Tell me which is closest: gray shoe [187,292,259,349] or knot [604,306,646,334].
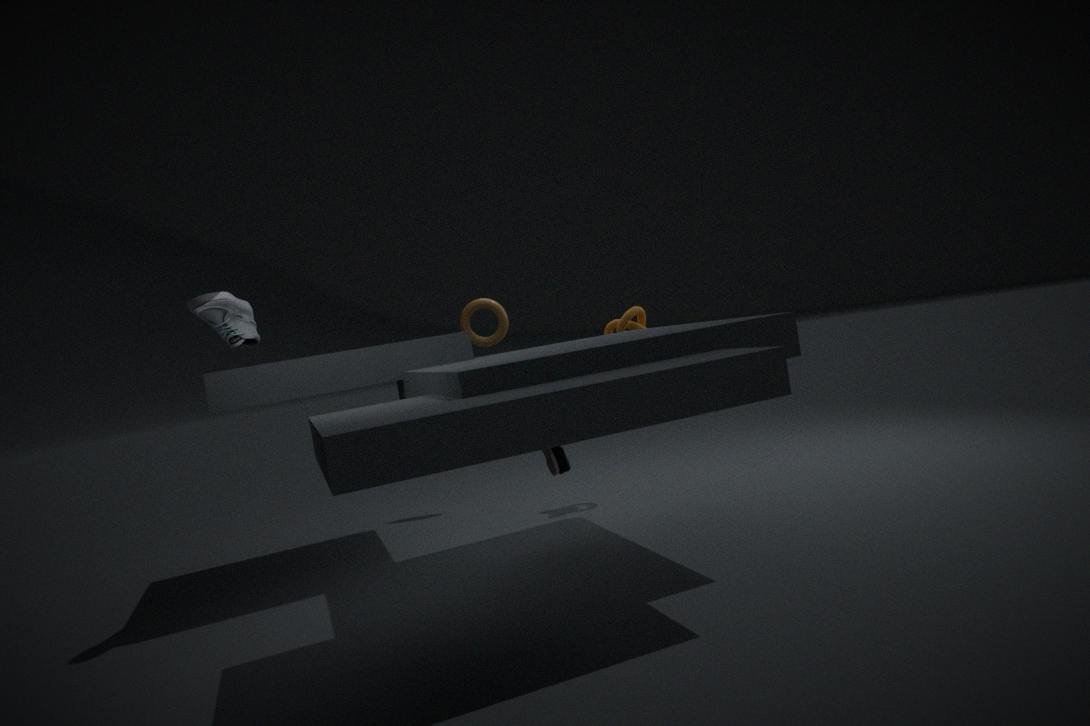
gray shoe [187,292,259,349]
